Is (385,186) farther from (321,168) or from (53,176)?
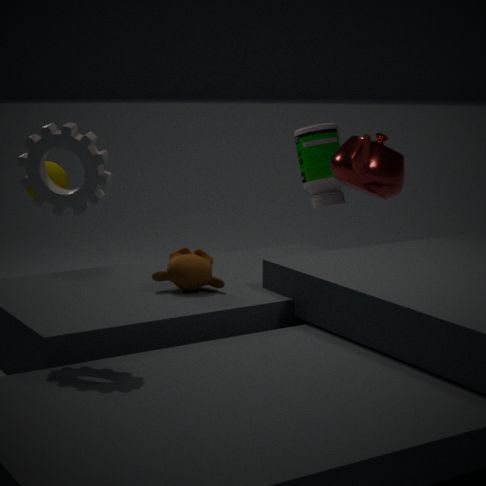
(53,176)
